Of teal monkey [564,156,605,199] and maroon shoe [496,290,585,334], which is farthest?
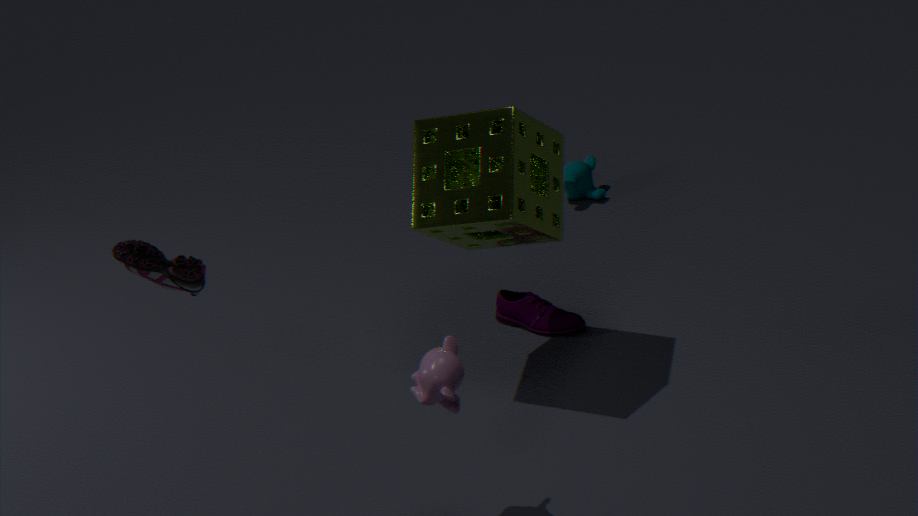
teal monkey [564,156,605,199]
